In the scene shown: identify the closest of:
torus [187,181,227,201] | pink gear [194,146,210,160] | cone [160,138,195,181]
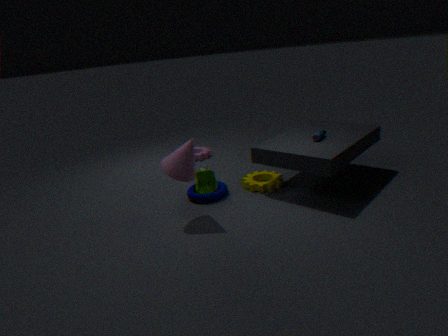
cone [160,138,195,181]
